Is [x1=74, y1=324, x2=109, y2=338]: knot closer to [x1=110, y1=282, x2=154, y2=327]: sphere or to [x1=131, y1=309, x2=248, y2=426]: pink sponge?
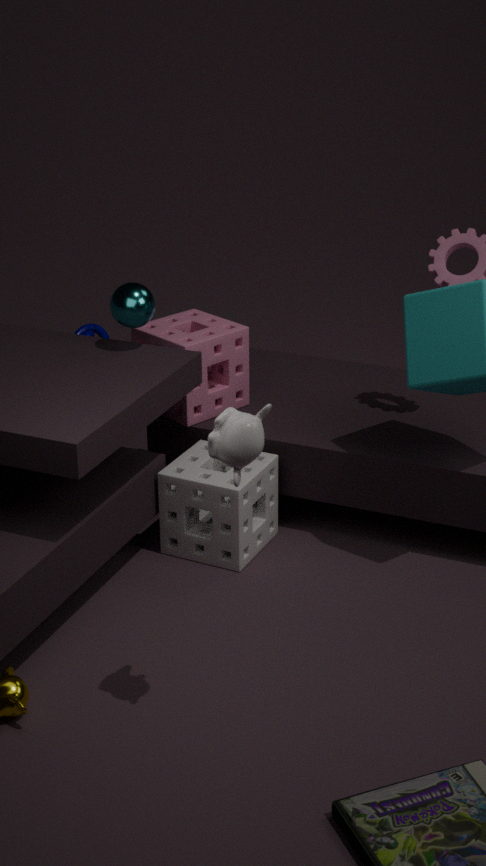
[x1=131, y1=309, x2=248, y2=426]: pink sponge
